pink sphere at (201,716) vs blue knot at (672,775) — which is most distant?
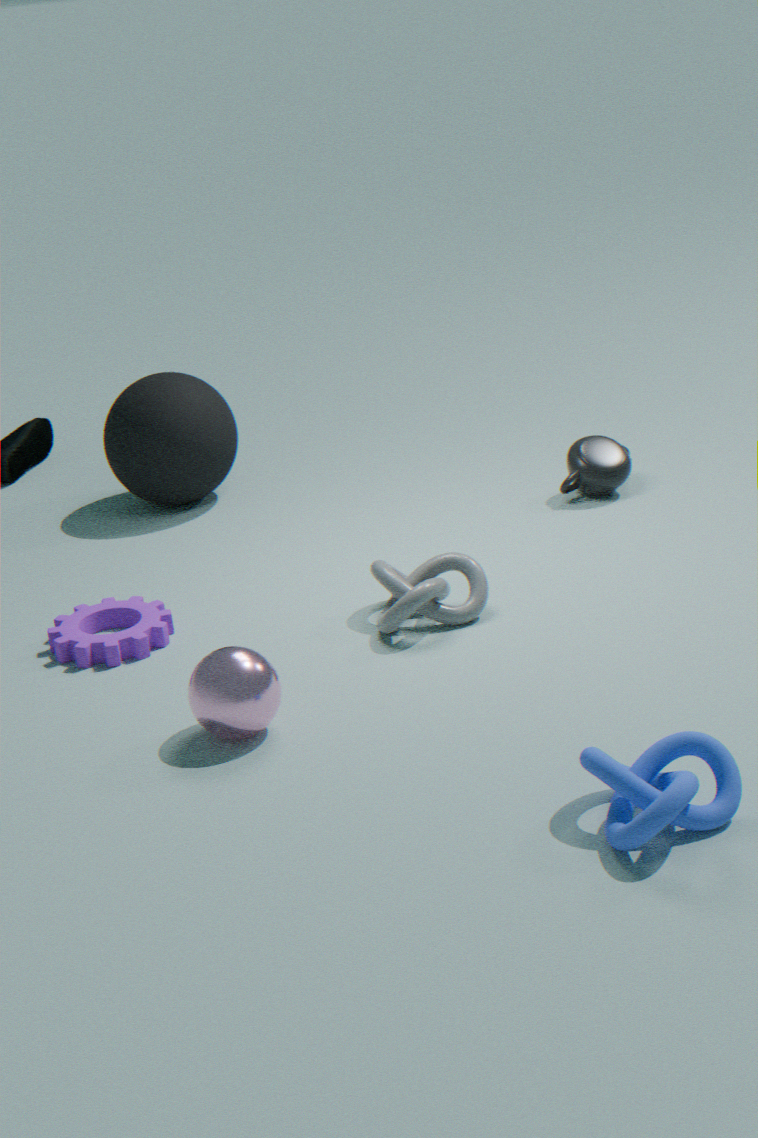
pink sphere at (201,716)
